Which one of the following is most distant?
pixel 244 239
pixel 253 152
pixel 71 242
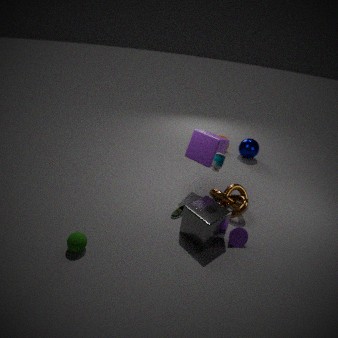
pixel 253 152
